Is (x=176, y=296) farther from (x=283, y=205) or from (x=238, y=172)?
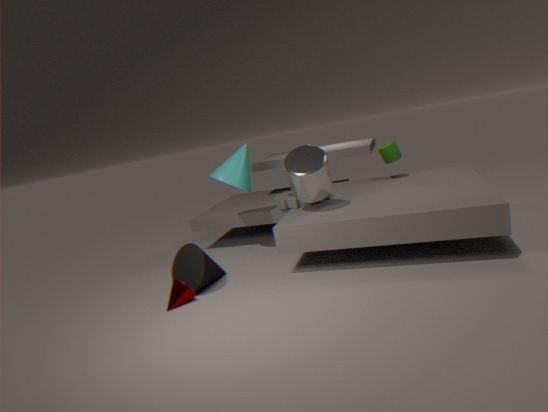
(x=283, y=205)
